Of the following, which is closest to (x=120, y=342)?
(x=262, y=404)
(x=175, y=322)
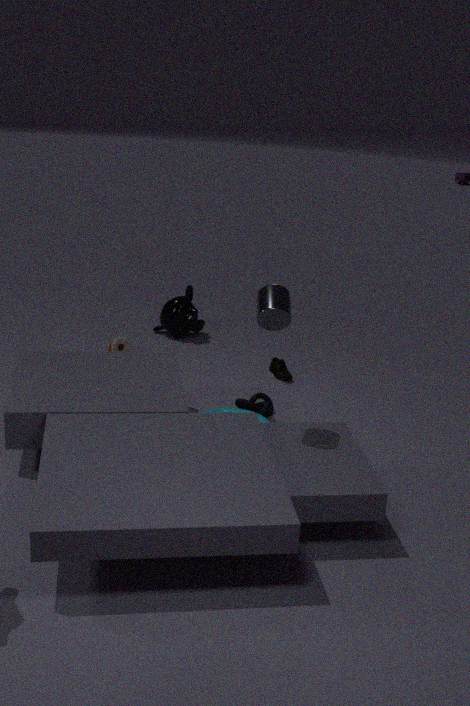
(x=175, y=322)
